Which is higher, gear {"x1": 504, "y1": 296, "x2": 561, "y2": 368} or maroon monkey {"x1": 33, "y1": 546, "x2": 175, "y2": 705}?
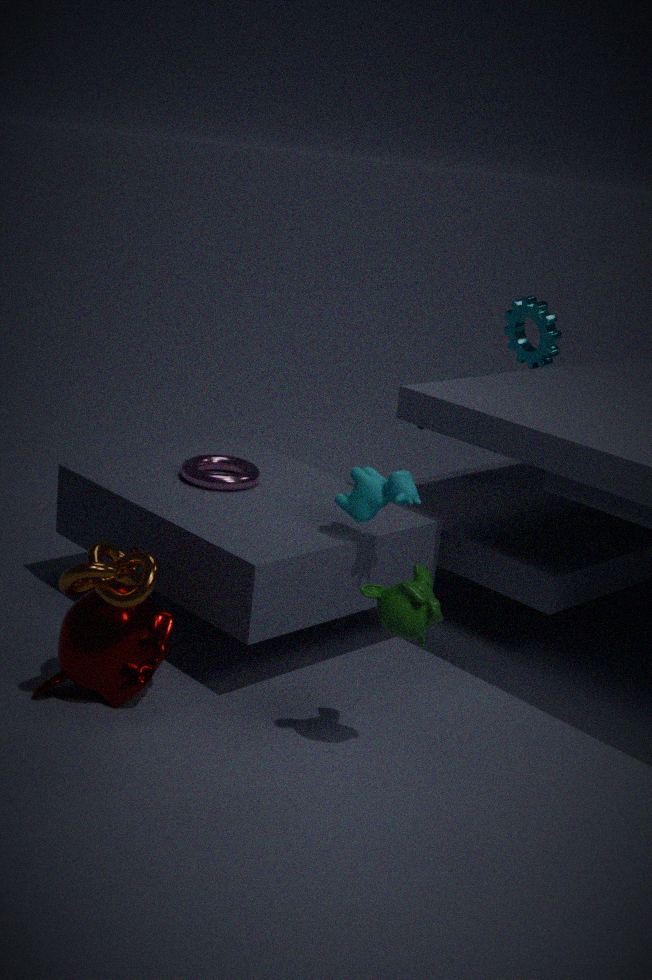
gear {"x1": 504, "y1": 296, "x2": 561, "y2": 368}
